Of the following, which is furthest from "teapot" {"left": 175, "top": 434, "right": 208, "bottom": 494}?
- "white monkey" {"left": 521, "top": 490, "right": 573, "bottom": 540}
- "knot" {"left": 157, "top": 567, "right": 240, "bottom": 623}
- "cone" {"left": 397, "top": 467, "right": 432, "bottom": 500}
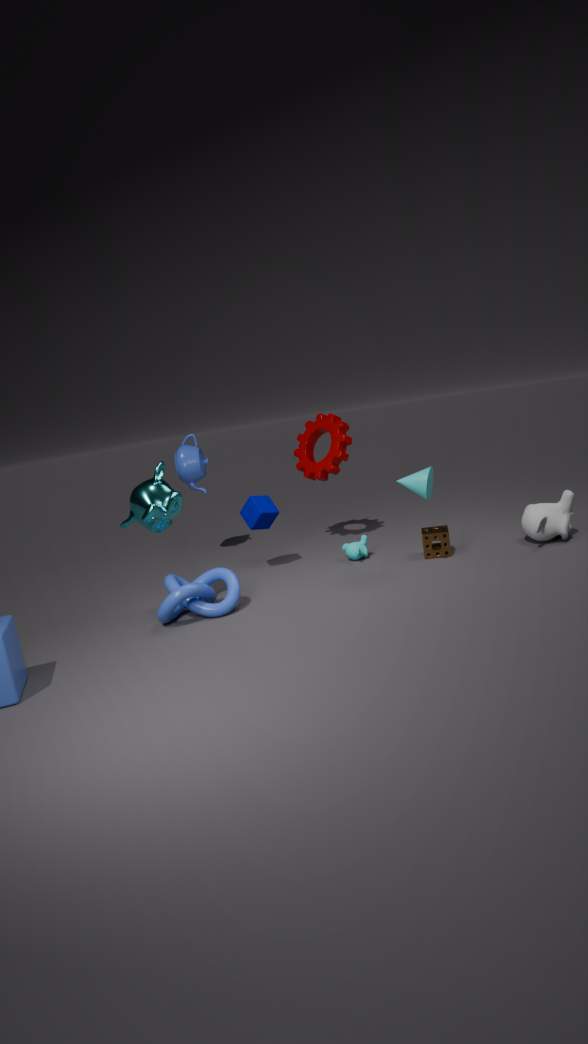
"white monkey" {"left": 521, "top": 490, "right": 573, "bottom": 540}
